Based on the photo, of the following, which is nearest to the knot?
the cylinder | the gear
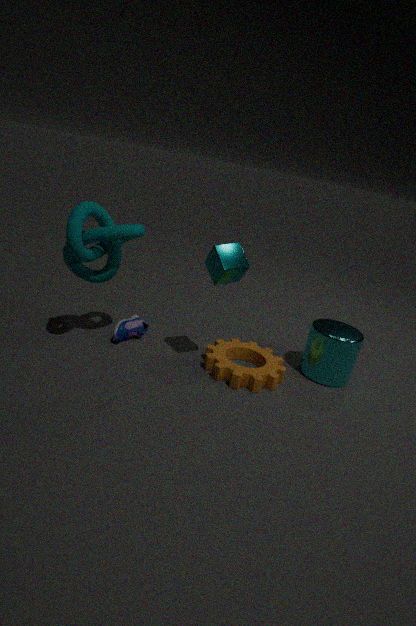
the gear
